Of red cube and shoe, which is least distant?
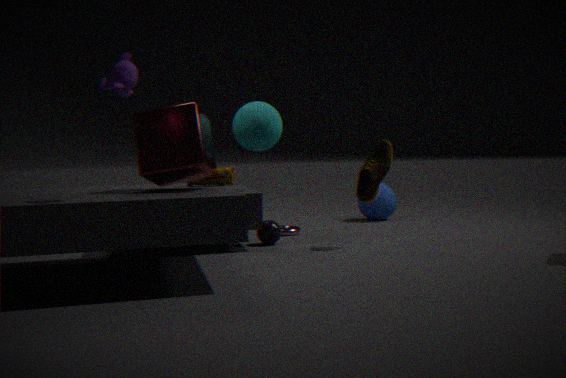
red cube
